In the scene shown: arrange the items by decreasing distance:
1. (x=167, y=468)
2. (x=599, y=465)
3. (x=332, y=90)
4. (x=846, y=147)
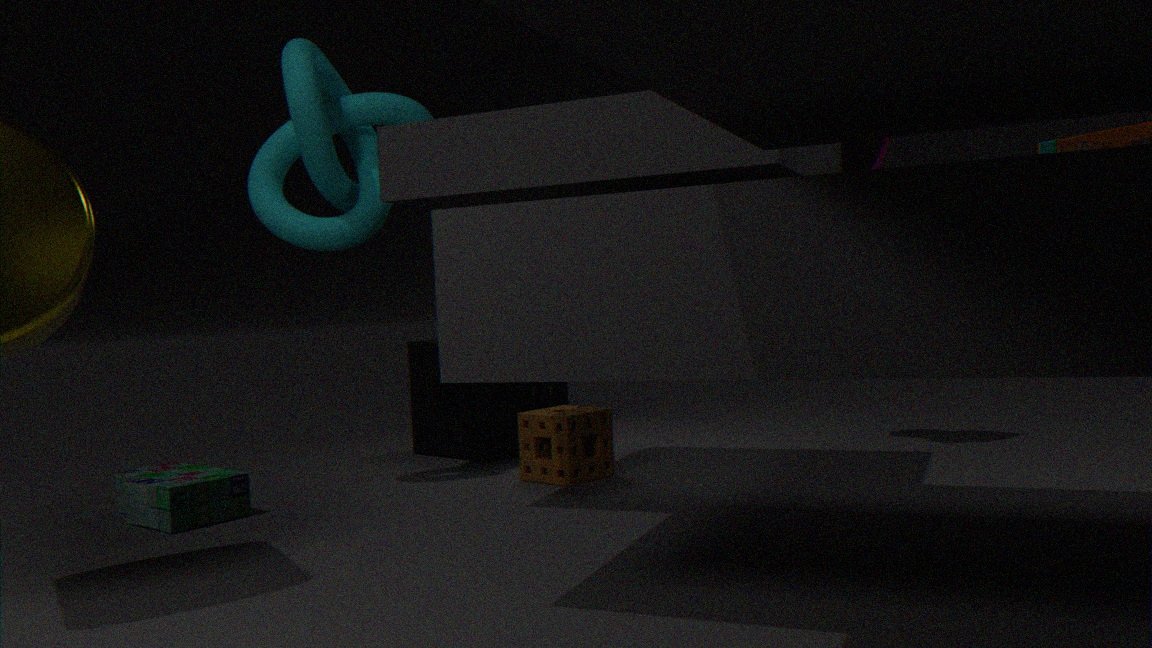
1. (x=846, y=147)
2. (x=599, y=465)
3. (x=332, y=90)
4. (x=167, y=468)
